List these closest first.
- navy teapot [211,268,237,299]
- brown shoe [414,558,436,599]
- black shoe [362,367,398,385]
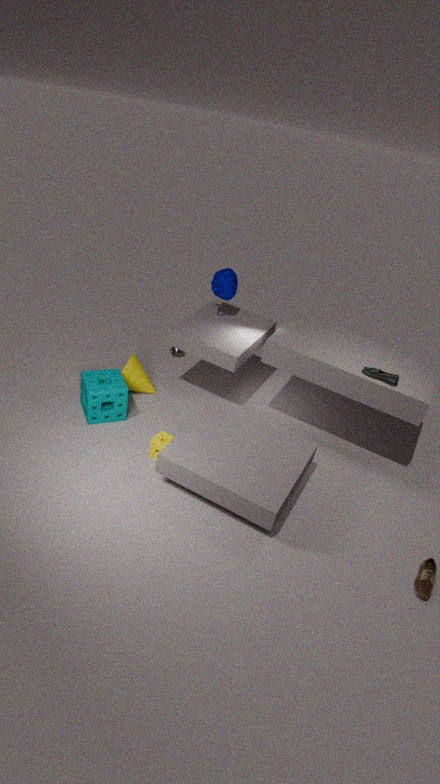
brown shoe [414,558,436,599] → black shoe [362,367,398,385] → navy teapot [211,268,237,299]
